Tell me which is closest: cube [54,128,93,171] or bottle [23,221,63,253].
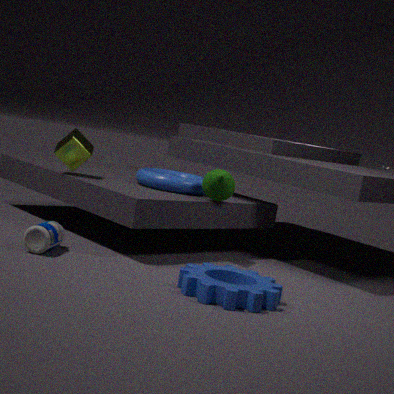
bottle [23,221,63,253]
